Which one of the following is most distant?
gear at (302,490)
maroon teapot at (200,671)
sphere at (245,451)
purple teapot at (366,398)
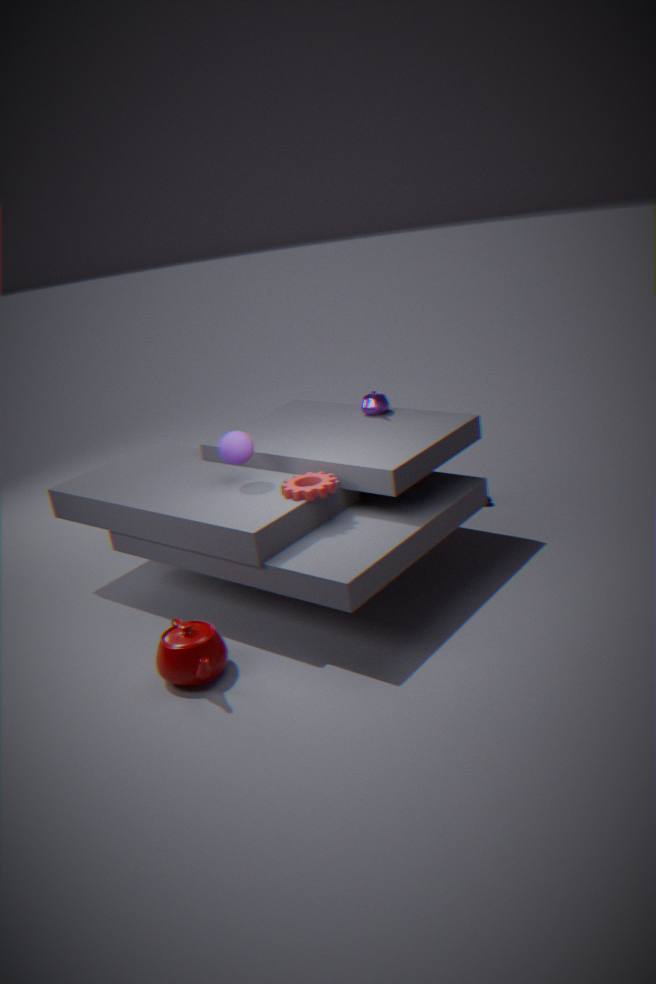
purple teapot at (366,398)
